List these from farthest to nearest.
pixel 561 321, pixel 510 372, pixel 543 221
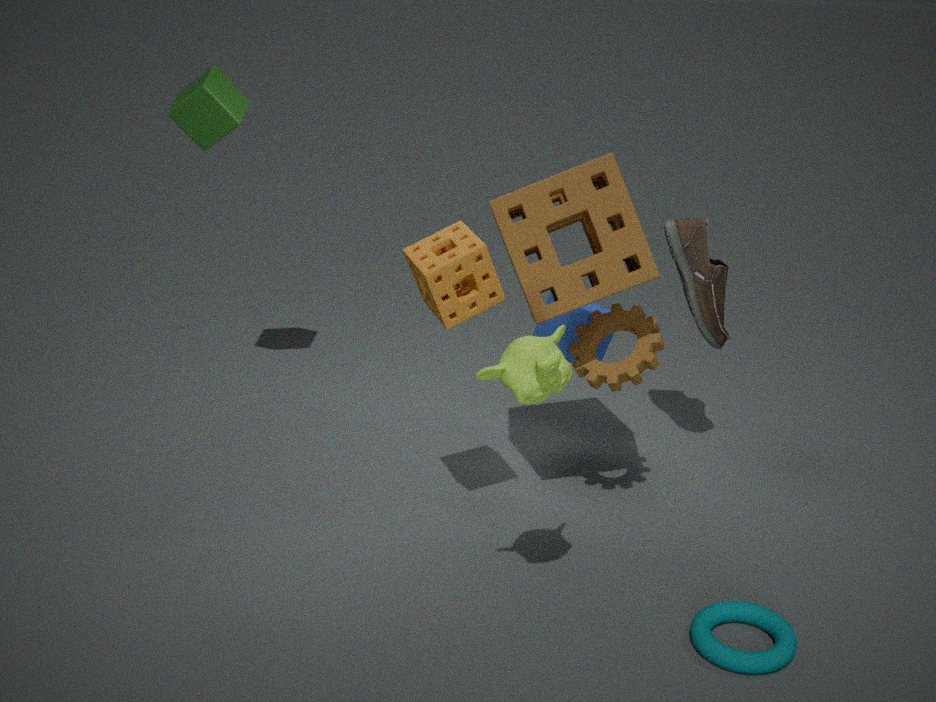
pixel 561 321 < pixel 543 221 < pixel 510 372
